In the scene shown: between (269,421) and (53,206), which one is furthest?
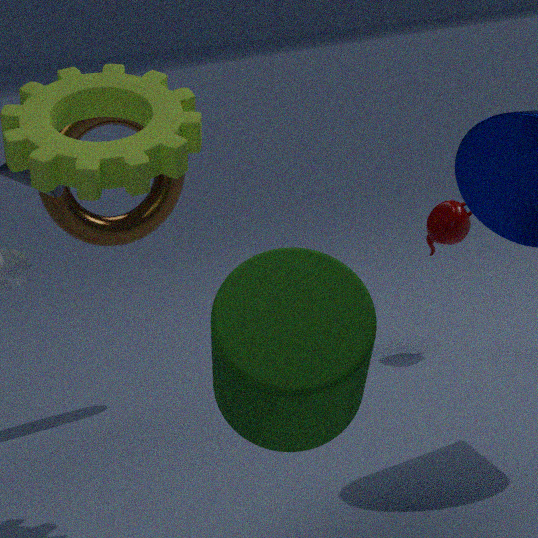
(53,206)
